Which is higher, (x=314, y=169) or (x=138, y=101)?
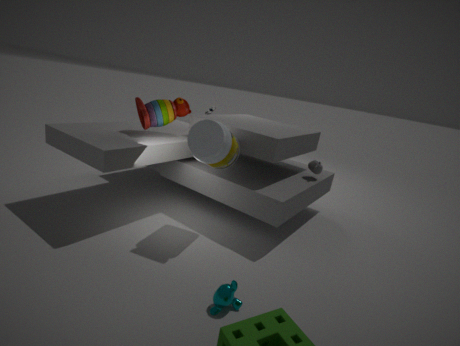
(x=138, y=101)
